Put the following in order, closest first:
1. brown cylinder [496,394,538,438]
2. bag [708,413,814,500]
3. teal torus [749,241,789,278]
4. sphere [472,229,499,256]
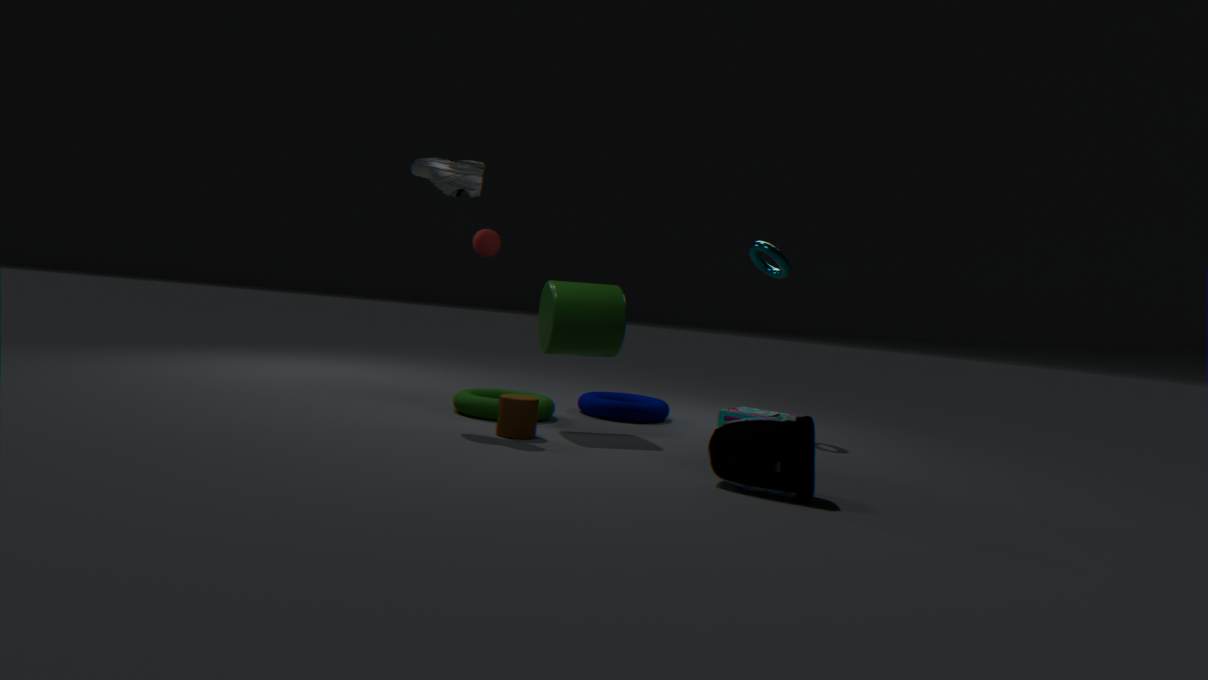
bag [708,413,814,500]
brown cylinder [496,394,538,438]
teal torus [749,241,789,278]
sphere [472,229,499,256]
